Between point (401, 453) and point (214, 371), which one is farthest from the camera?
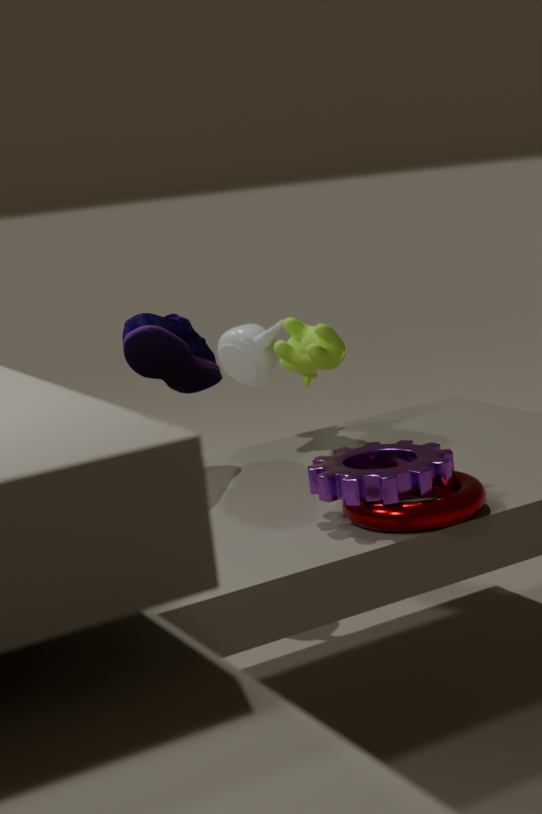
point (214, 371)
